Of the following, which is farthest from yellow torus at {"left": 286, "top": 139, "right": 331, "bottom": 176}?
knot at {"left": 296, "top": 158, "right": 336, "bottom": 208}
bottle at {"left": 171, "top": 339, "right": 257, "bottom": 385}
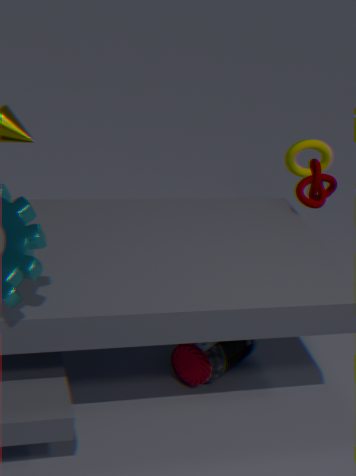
bottle at {"left": 171, "top": 339, "right": 257, "bottom": 385}
